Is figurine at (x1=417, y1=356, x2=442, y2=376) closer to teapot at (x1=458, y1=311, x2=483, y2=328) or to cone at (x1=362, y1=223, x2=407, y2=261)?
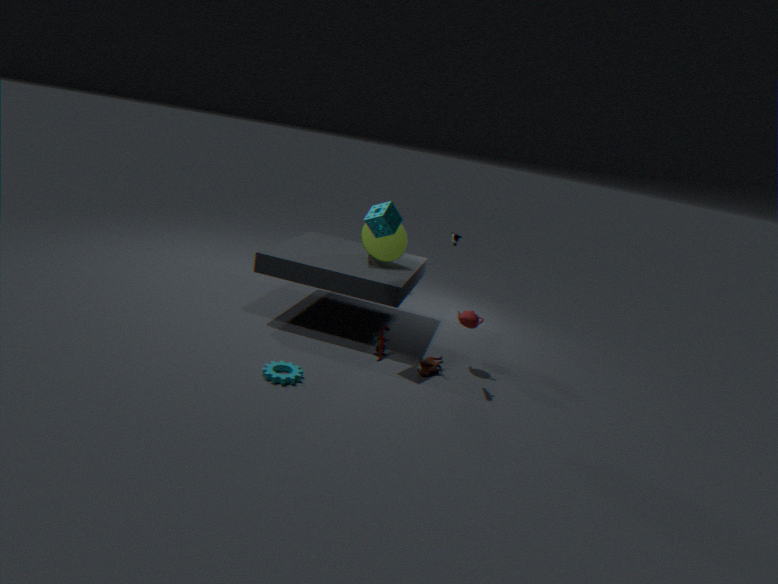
teapot at (x1=458, y1=311, x2=483, y2=328)
